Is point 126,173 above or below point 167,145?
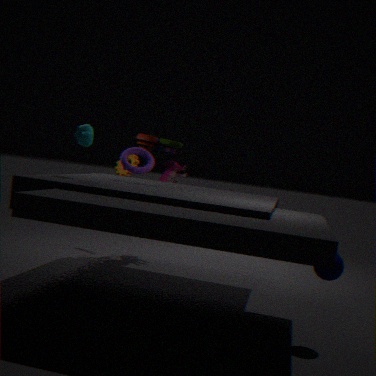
below
